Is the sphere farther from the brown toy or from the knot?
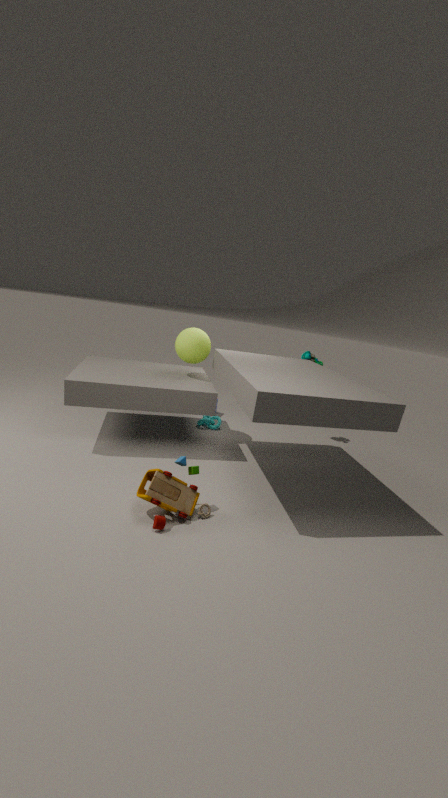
the brown toy
